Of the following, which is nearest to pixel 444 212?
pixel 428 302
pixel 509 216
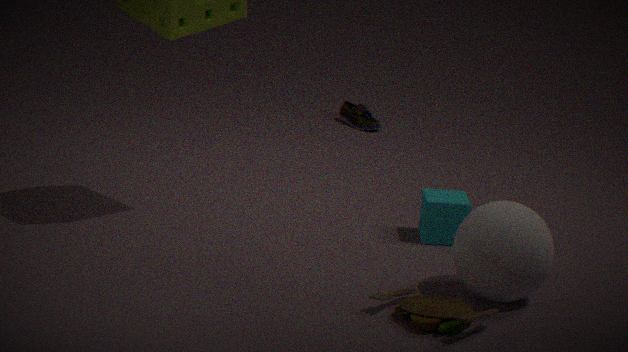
pixel 509 216
